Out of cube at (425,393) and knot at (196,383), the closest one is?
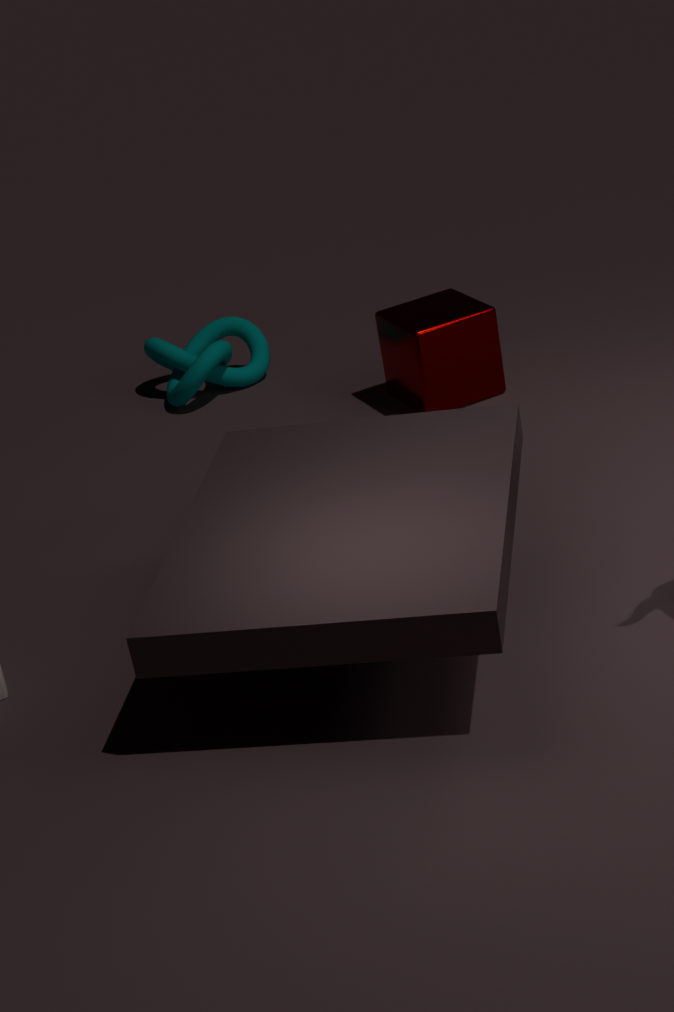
cube at (425,393)
